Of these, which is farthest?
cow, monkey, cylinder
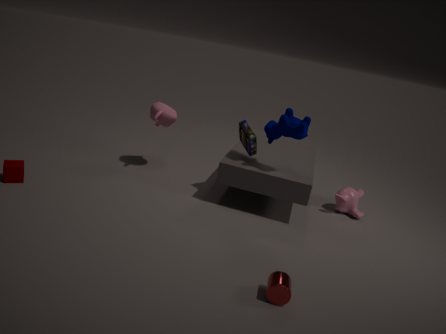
monkey
